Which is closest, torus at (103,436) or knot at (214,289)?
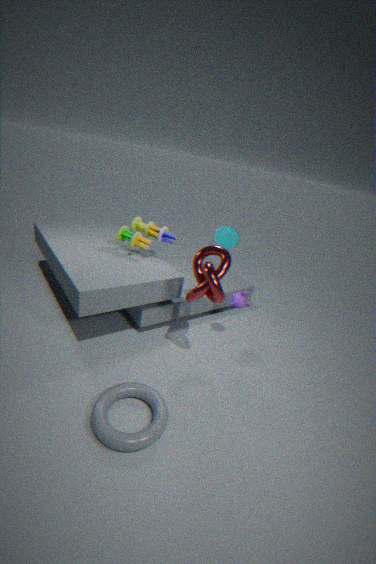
torus at (103,436)
